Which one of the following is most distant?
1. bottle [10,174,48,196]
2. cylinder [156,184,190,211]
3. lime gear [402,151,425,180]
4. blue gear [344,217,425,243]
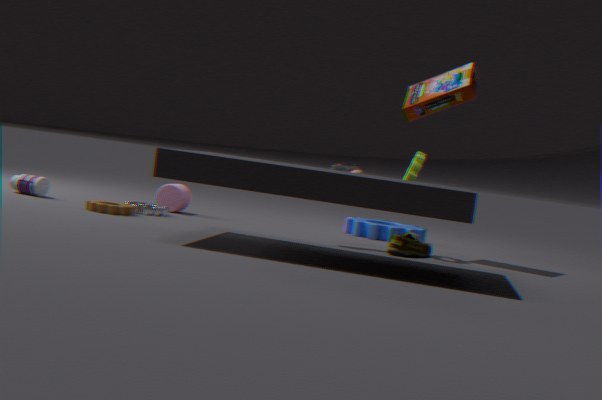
blue gear [344,217,425,243]
